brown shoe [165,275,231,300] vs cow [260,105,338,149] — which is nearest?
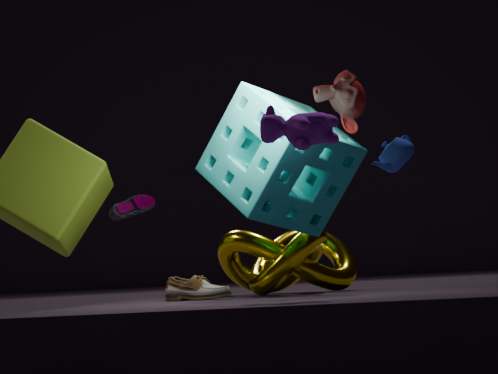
cow [260,105,338,149]
